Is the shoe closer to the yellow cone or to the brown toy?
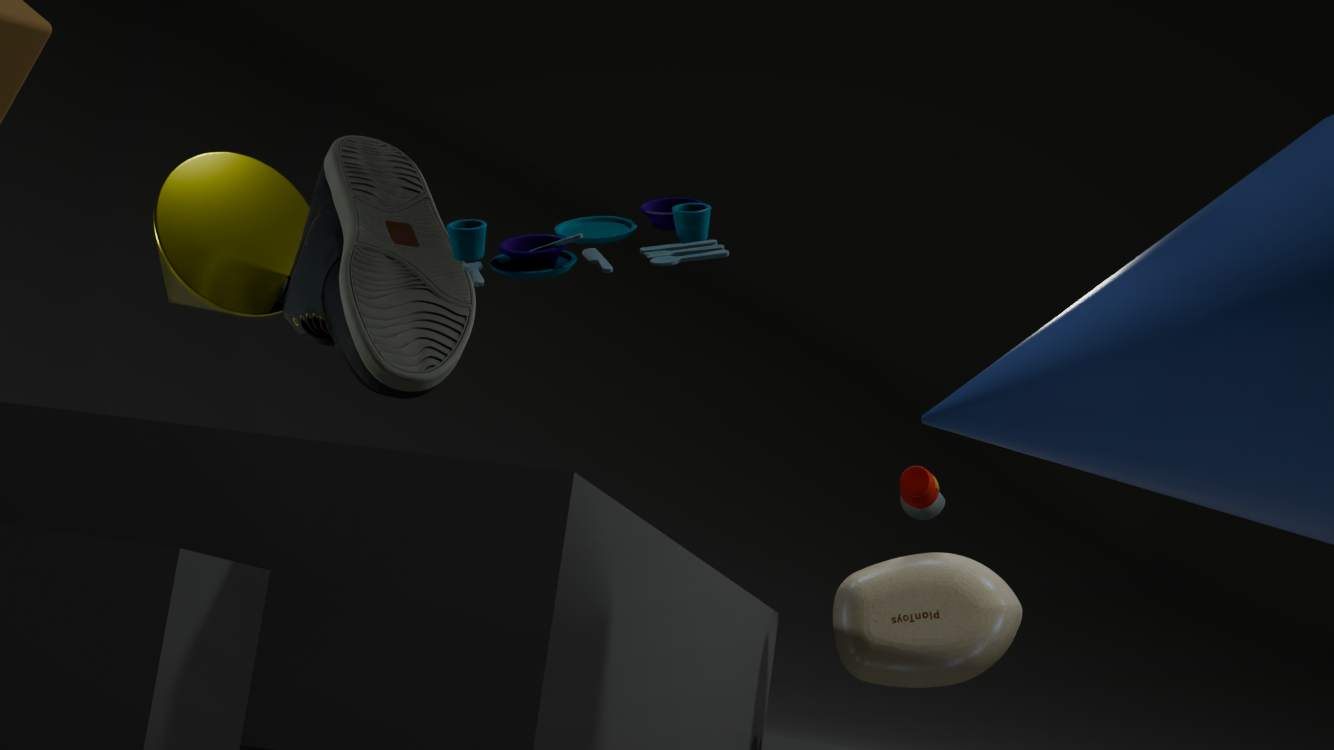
the yellow cone
